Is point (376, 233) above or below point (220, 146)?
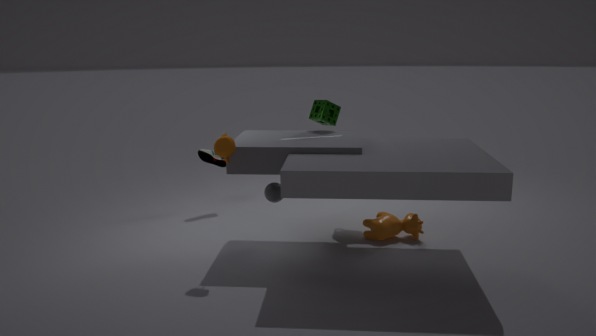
below
